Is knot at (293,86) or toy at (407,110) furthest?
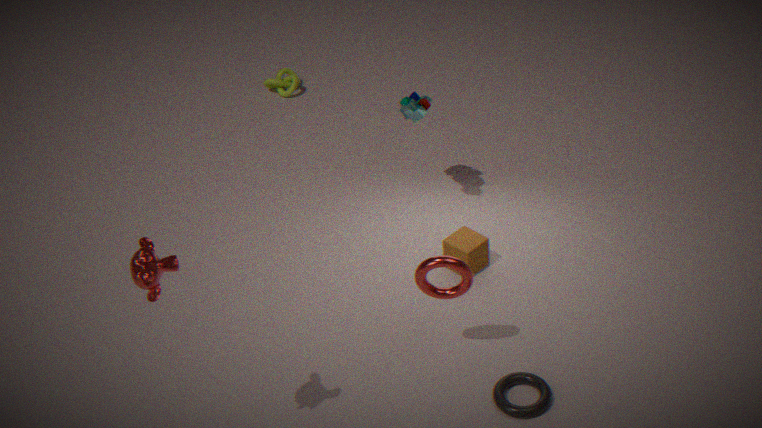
knot at (293,86)
